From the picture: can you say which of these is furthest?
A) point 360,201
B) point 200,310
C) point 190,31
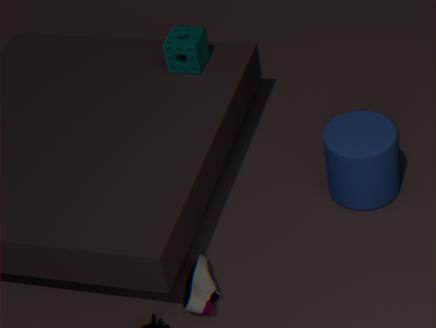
point 190,31
